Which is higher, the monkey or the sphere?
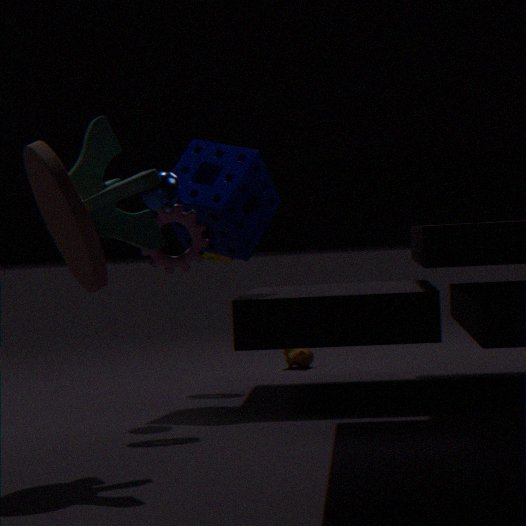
the sphere
